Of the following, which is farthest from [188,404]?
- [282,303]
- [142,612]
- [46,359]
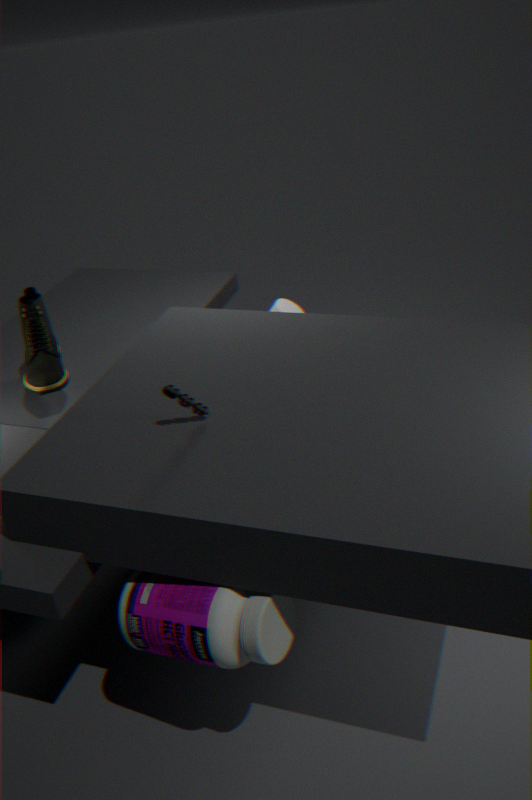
[282,303]
